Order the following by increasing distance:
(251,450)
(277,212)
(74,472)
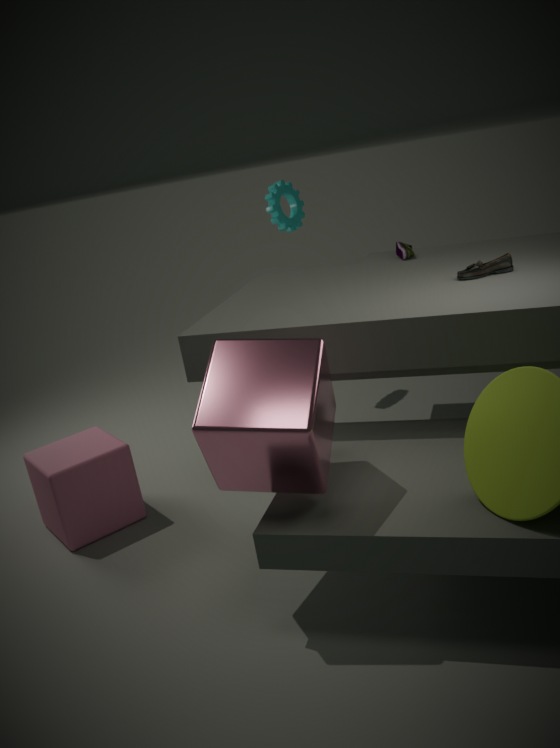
(251,450), (74,472), (277,212)
